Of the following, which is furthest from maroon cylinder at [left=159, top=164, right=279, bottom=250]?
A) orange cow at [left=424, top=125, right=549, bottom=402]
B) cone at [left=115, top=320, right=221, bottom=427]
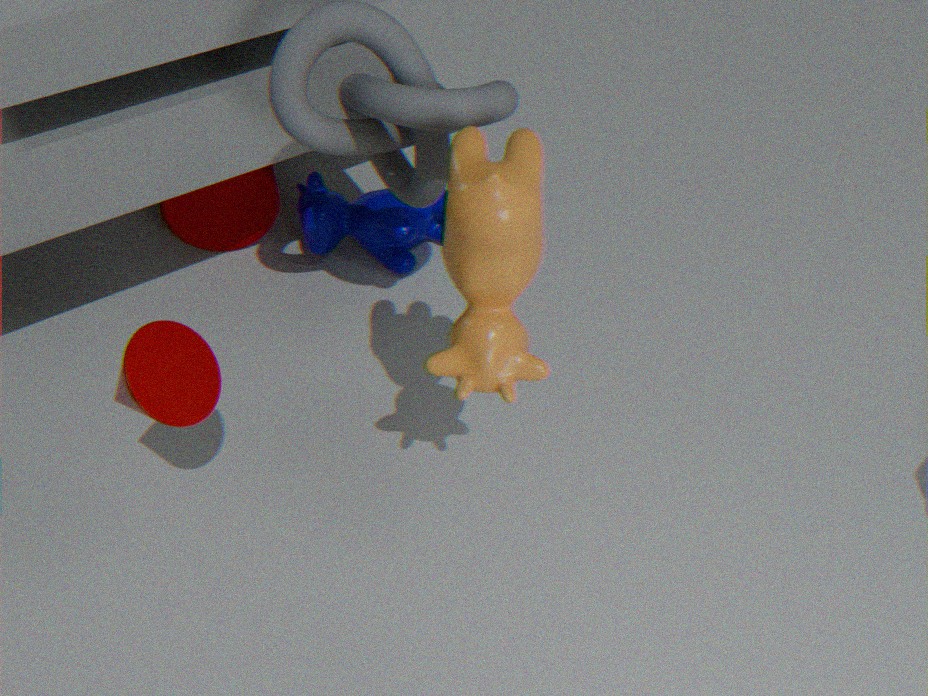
orange cow at [left=424, top=125, right=549, bottom=402]
